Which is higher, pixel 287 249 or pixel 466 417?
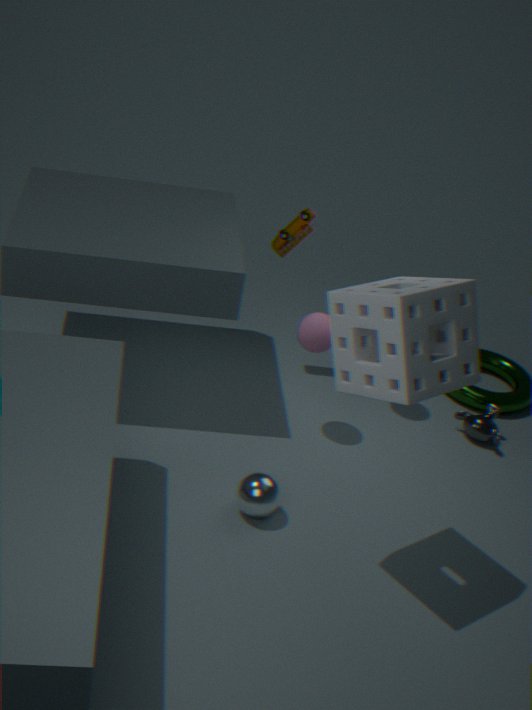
pixel 287 249
